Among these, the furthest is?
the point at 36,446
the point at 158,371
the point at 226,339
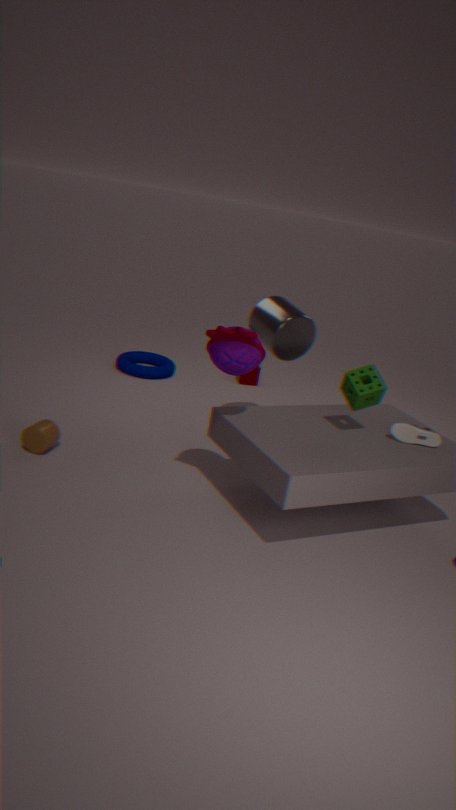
the point at 158,371
